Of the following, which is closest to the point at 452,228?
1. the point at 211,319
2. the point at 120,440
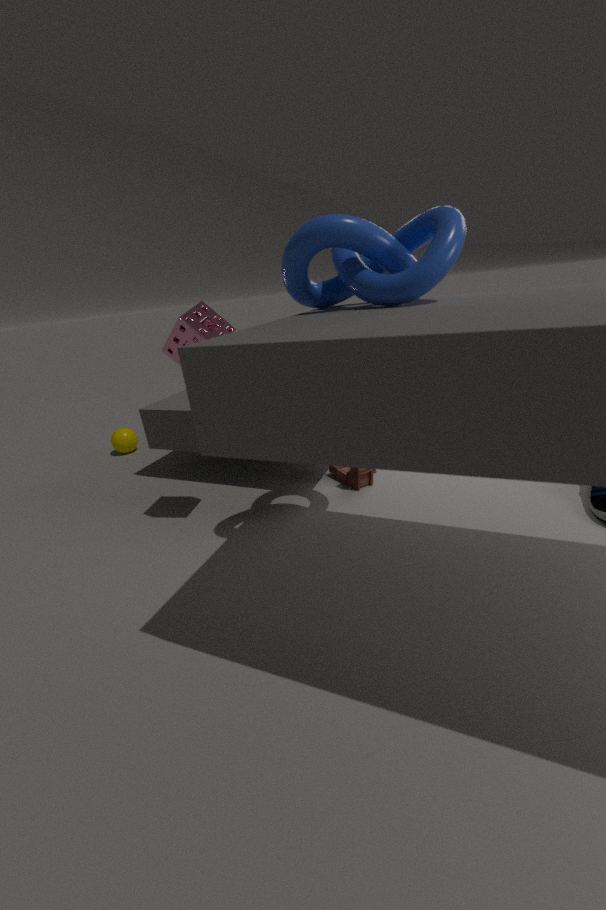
the point at 211,319
